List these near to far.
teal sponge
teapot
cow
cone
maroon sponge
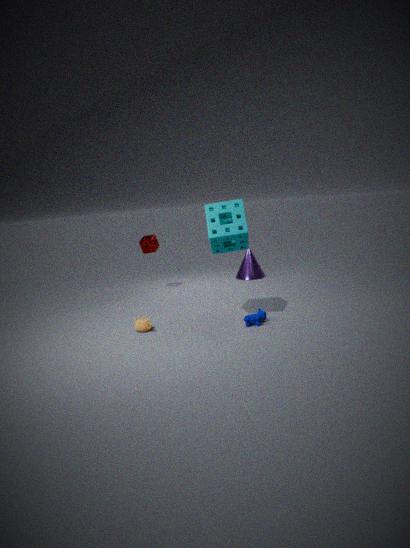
teal sponge, cow, teapot, maroon sponge, cone
